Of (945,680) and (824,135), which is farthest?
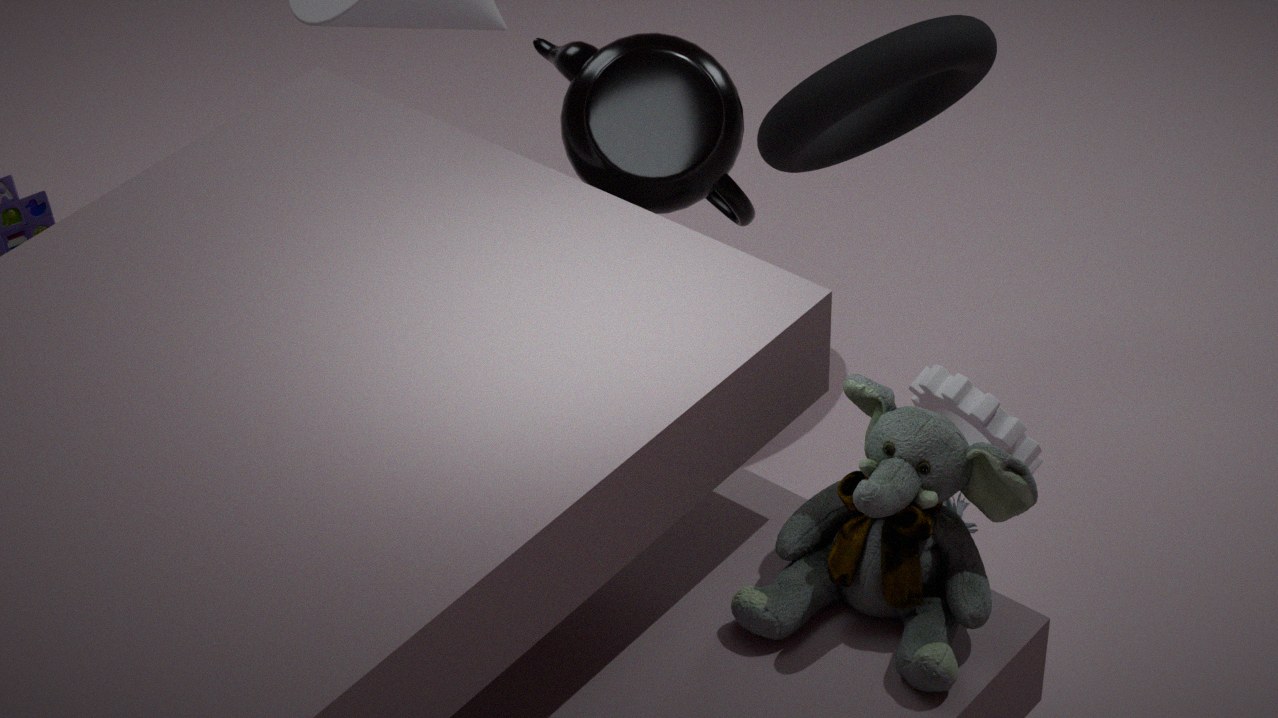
(824,135)
